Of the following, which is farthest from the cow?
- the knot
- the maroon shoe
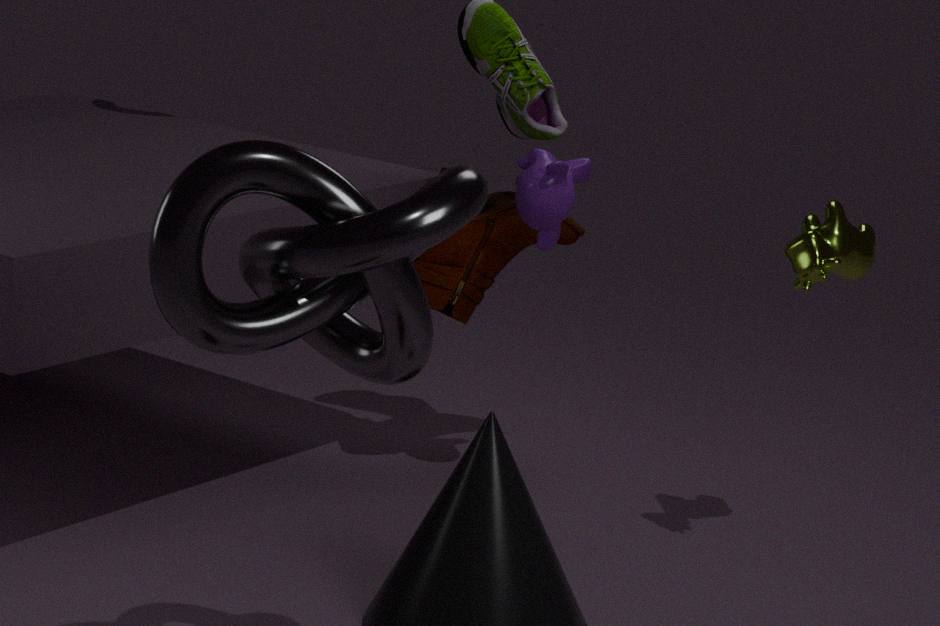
the knot
